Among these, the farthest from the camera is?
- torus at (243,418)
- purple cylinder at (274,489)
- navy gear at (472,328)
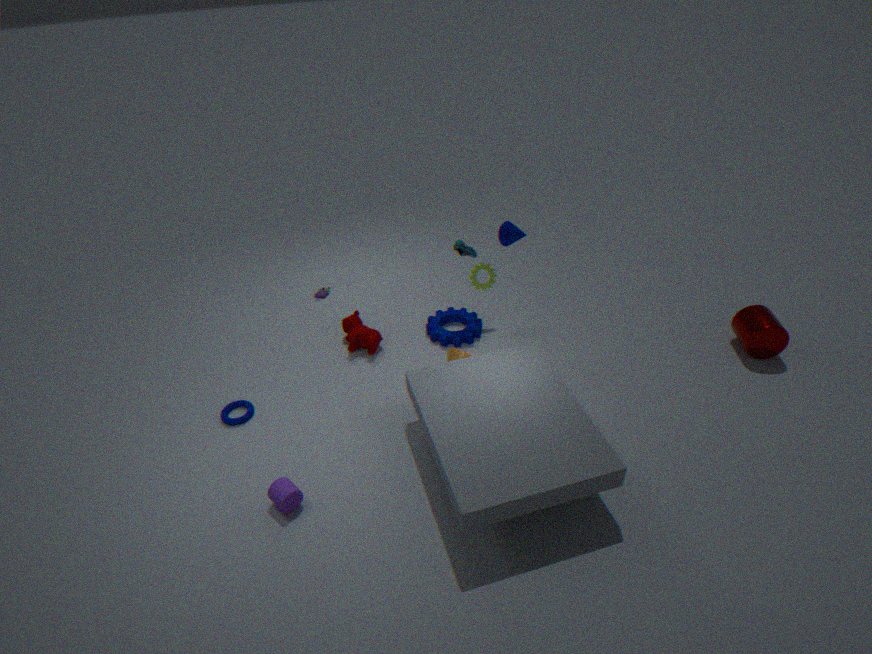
navy gear at (472,328)
